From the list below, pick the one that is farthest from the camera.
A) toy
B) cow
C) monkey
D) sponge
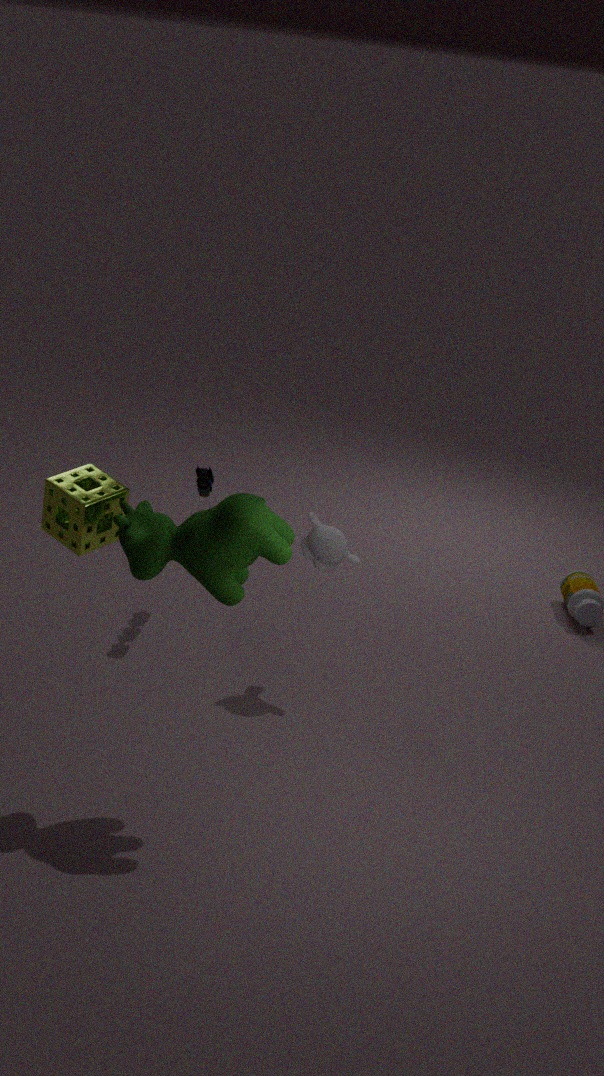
toy
